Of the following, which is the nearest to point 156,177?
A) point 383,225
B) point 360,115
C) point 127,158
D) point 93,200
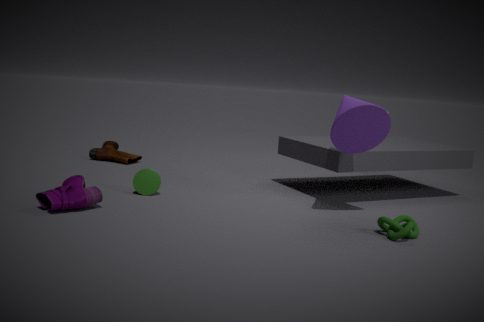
point 93,200
